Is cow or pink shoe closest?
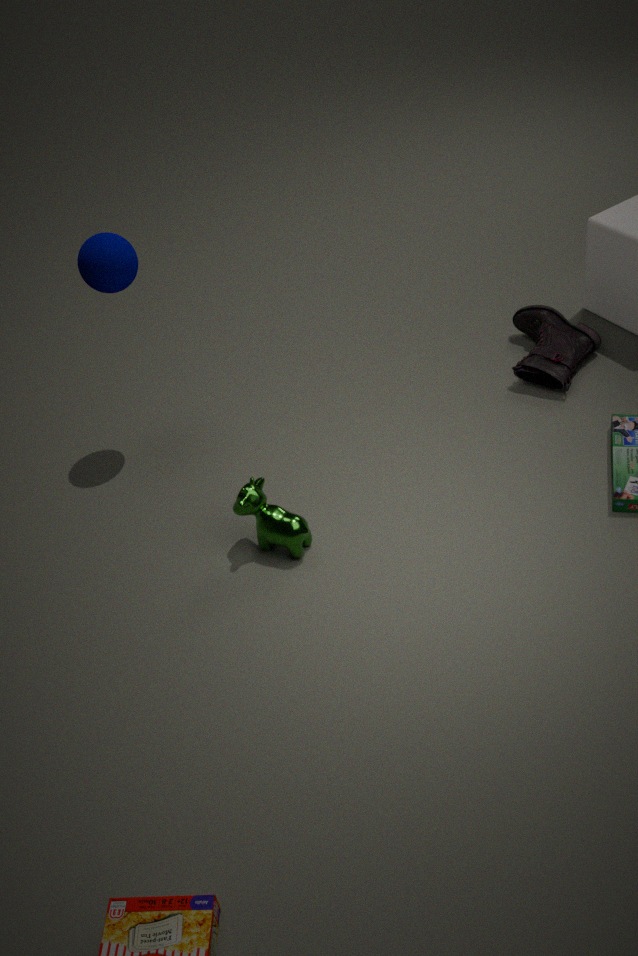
cow
